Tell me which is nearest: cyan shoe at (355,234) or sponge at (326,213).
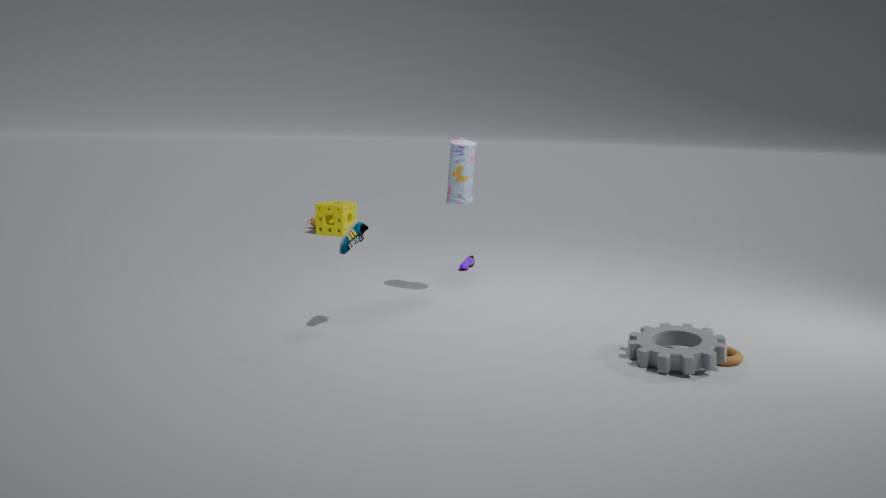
cyan shoe at (355,234)
